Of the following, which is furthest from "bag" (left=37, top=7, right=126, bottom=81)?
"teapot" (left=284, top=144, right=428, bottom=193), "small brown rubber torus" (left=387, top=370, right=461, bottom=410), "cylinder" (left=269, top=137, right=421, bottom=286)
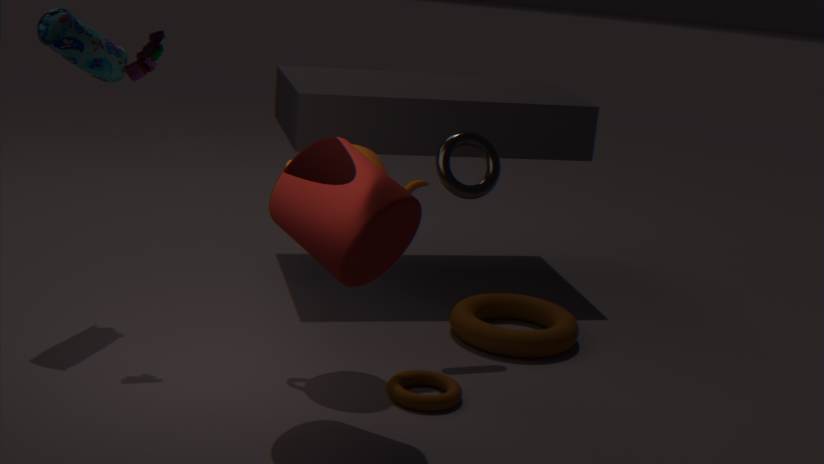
"small brown rubber torus" (left=387, top=370, right=461, bottom=410)
